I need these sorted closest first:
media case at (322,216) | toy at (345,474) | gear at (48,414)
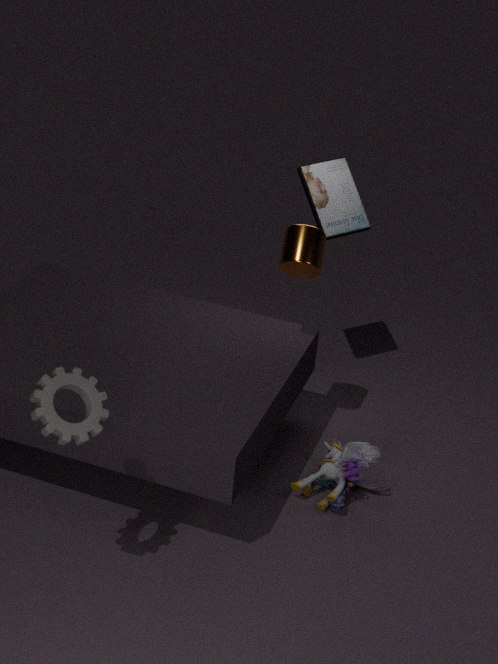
gear at (48,414) < toy at (345,474) < media case at (322,216)
